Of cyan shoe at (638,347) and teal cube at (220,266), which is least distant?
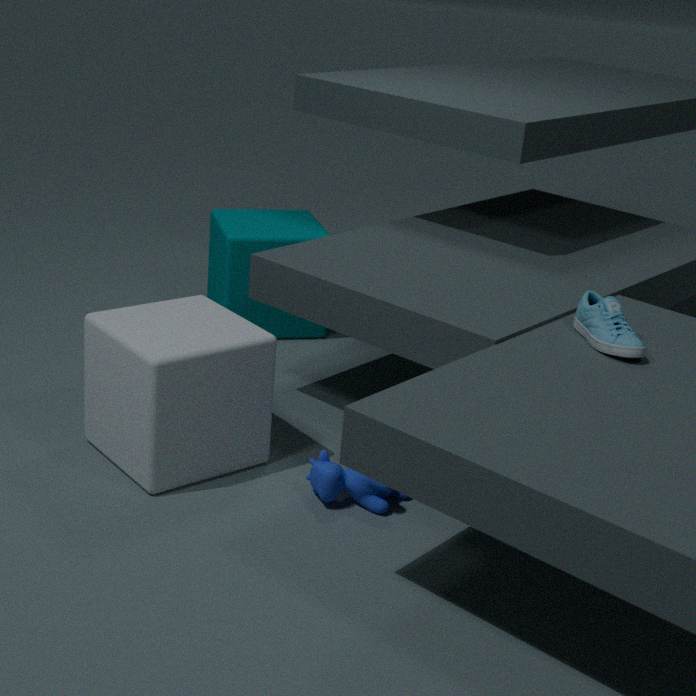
cyan shoe at (638,347)
